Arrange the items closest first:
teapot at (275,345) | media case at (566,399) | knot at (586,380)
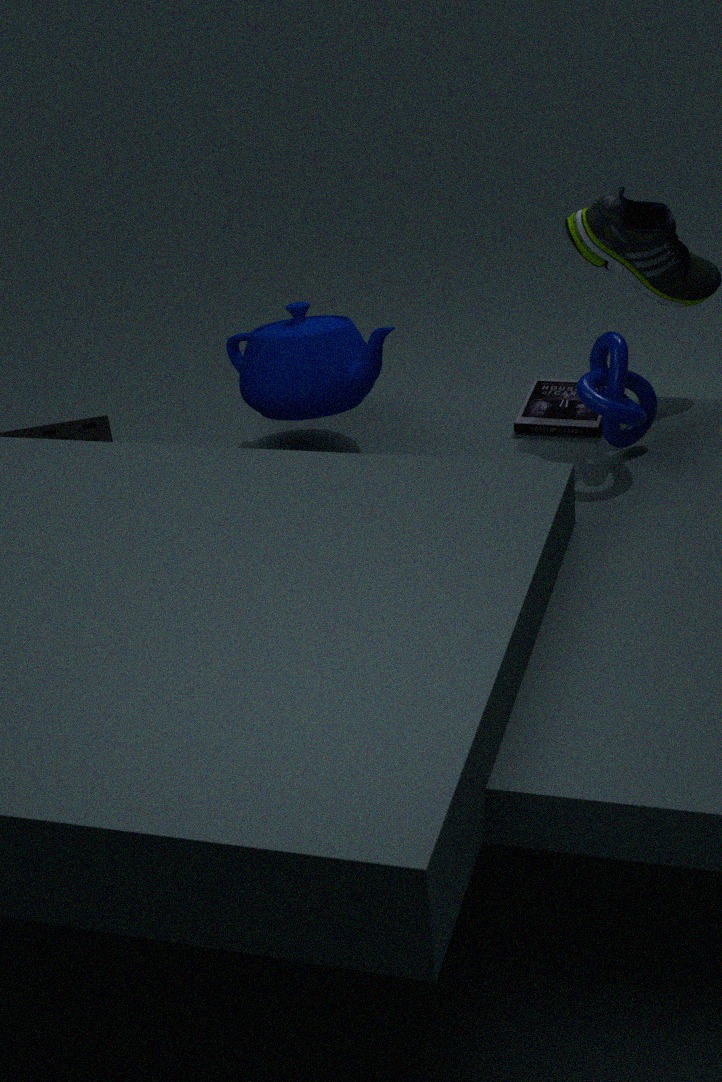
1. knot at (586,380)
2. teapot at (275,345)
3. media case at (566,399)
